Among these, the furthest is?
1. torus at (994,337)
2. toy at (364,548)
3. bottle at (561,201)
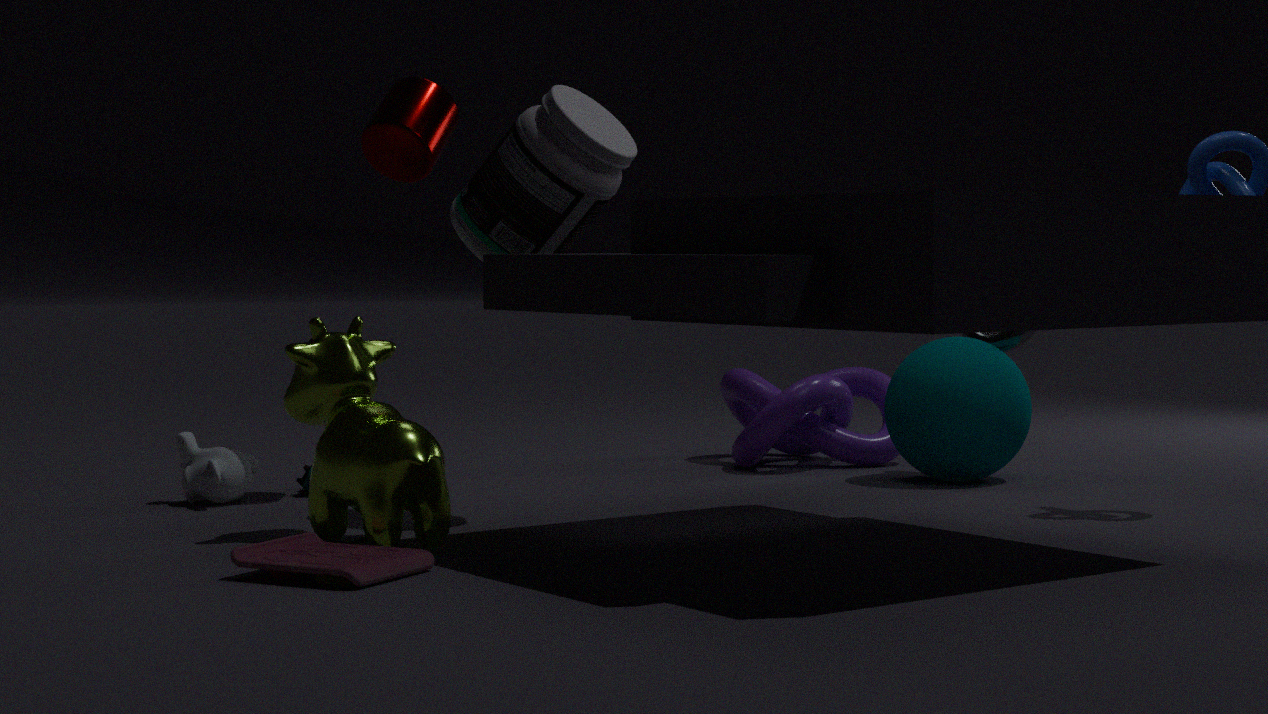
torus at (994,337)
